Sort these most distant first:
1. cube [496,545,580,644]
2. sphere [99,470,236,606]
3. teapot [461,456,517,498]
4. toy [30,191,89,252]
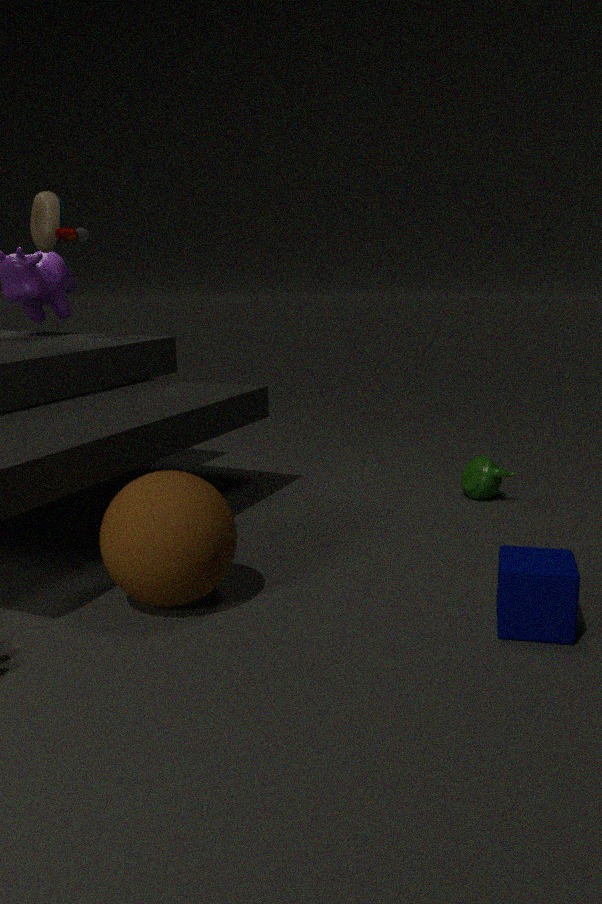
1. toy [30,191,89,252]
2. teapot [461,456,517,498]
3. sphere [99,470,236,606]
4. cube [496,545,580,644]
